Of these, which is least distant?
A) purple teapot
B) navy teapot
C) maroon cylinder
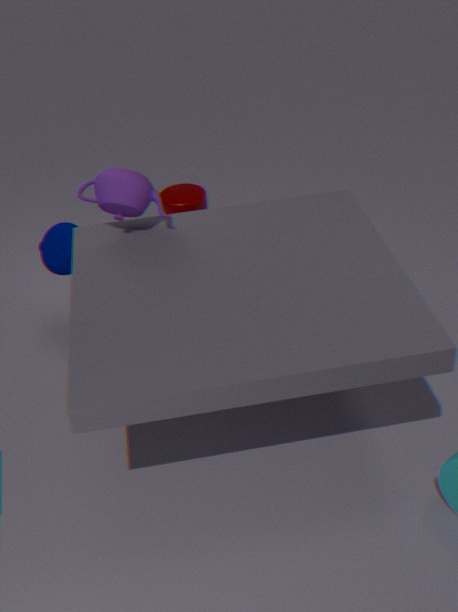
purple teapot
